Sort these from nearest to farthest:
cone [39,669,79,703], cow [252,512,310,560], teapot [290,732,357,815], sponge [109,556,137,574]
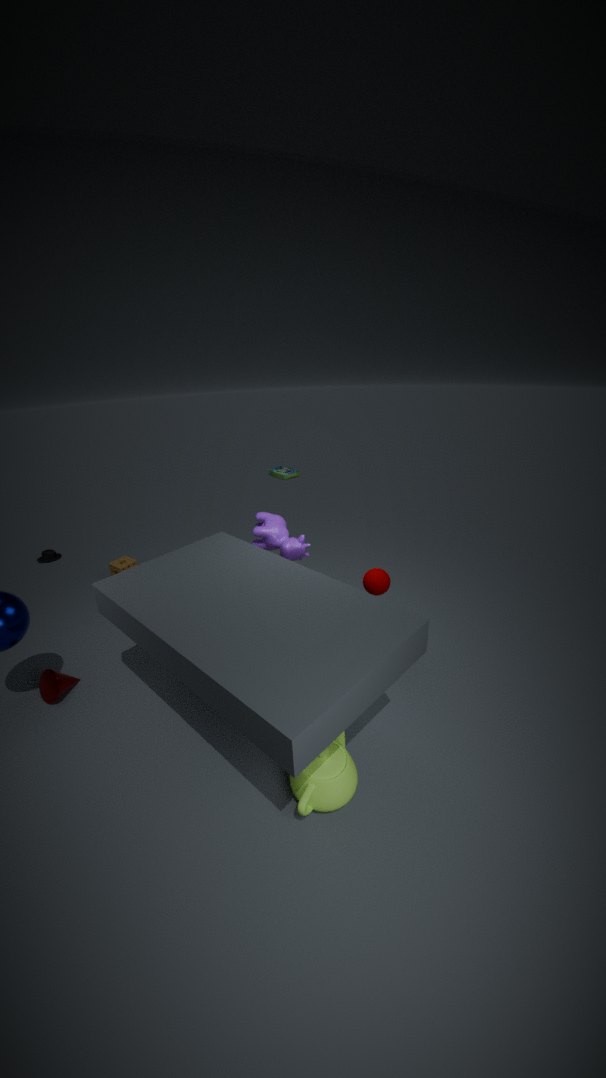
teapot [290,732,357,815] < cone [39,669,79,703] < cow [252,512,310,560] < sponge [109,556,137,574]
